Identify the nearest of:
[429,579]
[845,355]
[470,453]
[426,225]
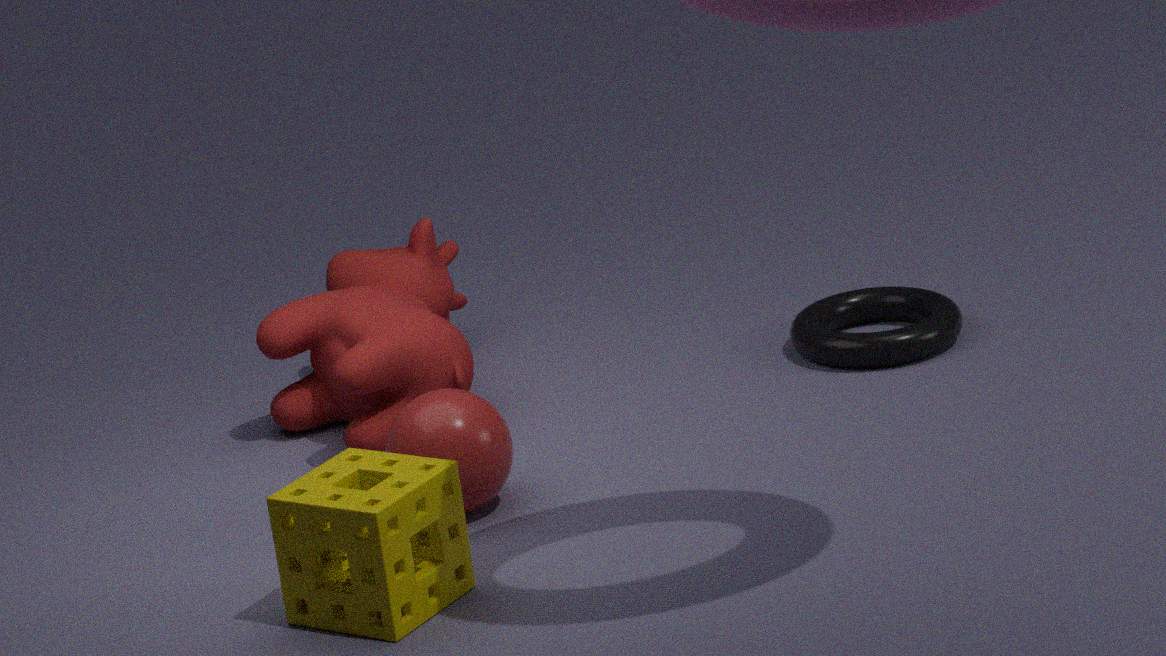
[429,579]
